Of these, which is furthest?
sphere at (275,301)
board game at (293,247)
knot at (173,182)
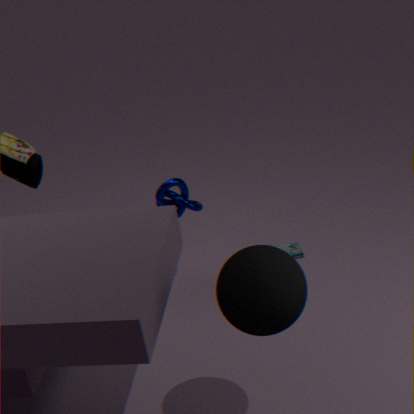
board game at (293,247)
